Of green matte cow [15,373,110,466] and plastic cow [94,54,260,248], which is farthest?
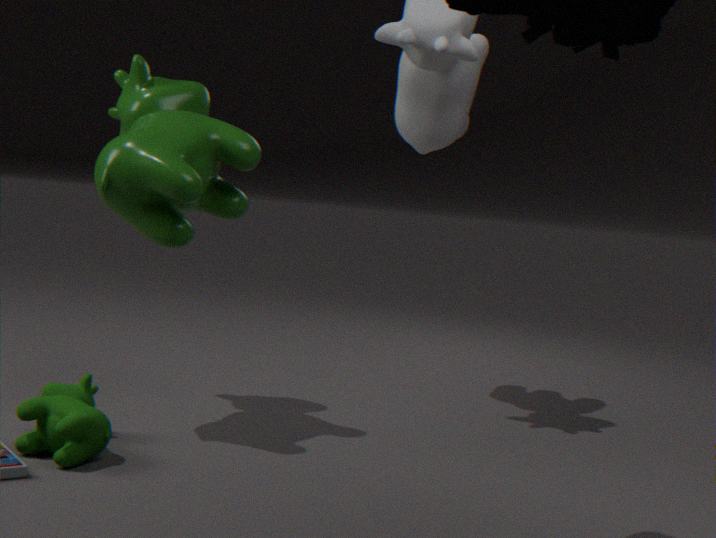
plastic cow [94,54,260,248]
